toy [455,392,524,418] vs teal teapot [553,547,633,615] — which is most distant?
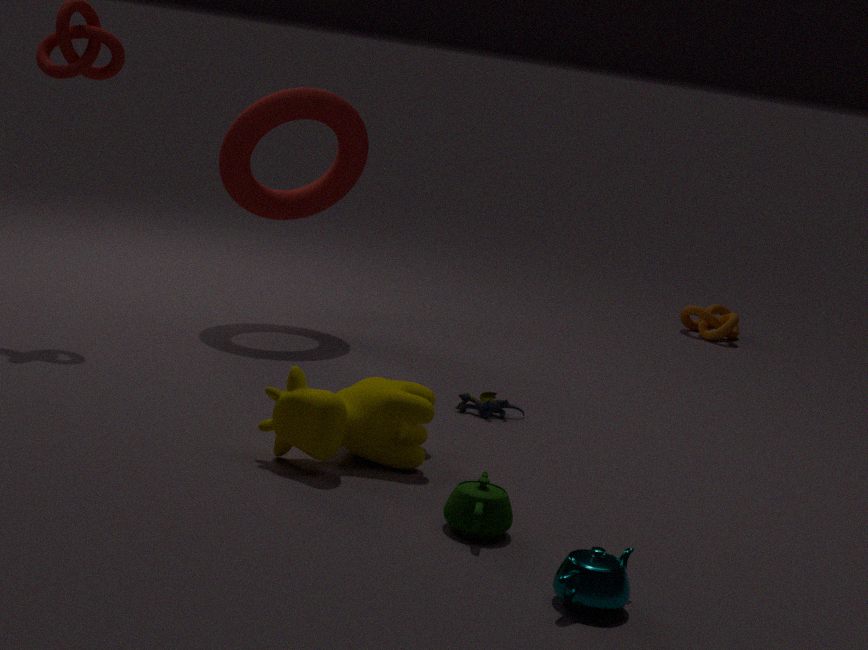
toy [455,392,524,418]
